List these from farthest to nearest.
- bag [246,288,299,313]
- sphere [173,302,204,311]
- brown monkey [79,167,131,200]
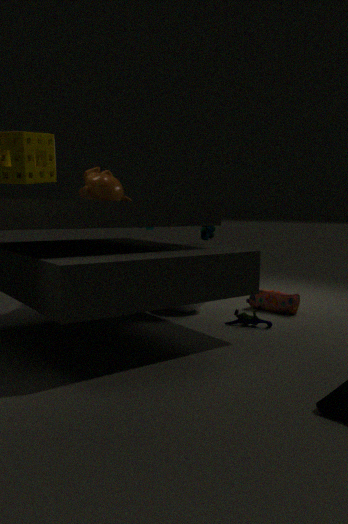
1. brown monkey [79,167,131,200]
2. bag [246,288,299,313]
3. sphere [173,302,204,311]
